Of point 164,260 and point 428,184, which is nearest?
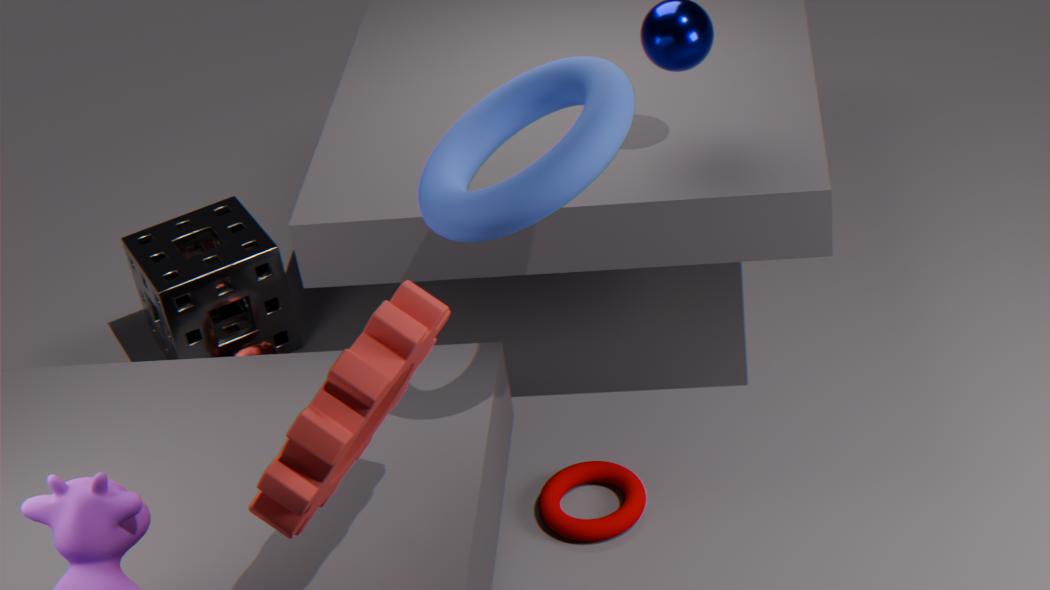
point 428,184
